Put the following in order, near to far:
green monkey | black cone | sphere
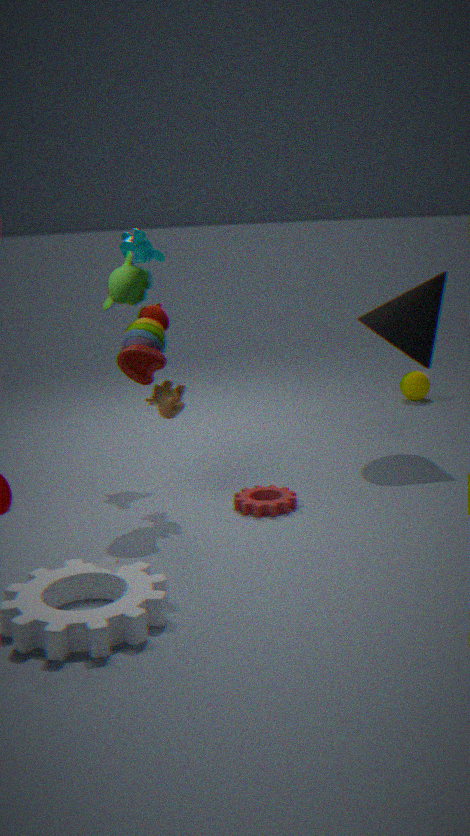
green monkey, black cone, sphere
